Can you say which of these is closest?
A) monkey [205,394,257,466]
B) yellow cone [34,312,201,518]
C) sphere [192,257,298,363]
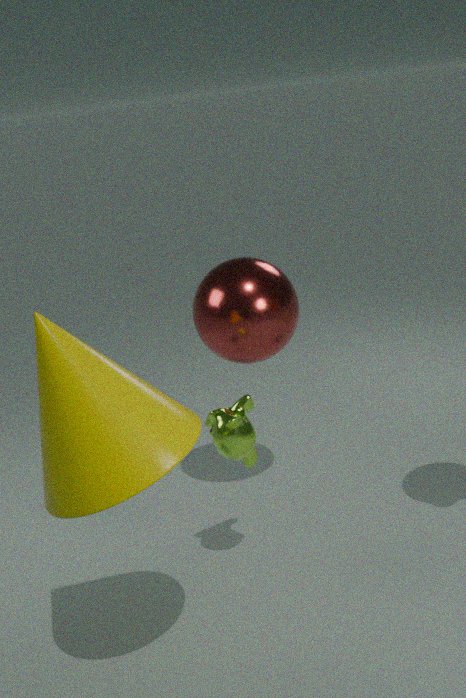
yellow cone [34,312,201,518]
